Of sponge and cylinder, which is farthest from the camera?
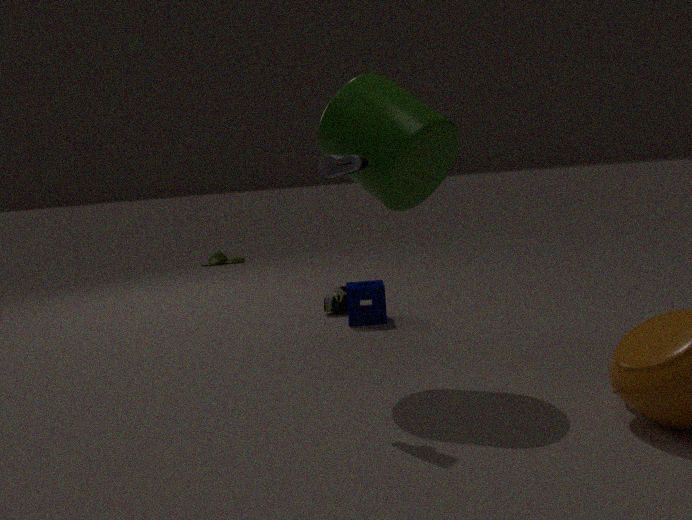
sponge
